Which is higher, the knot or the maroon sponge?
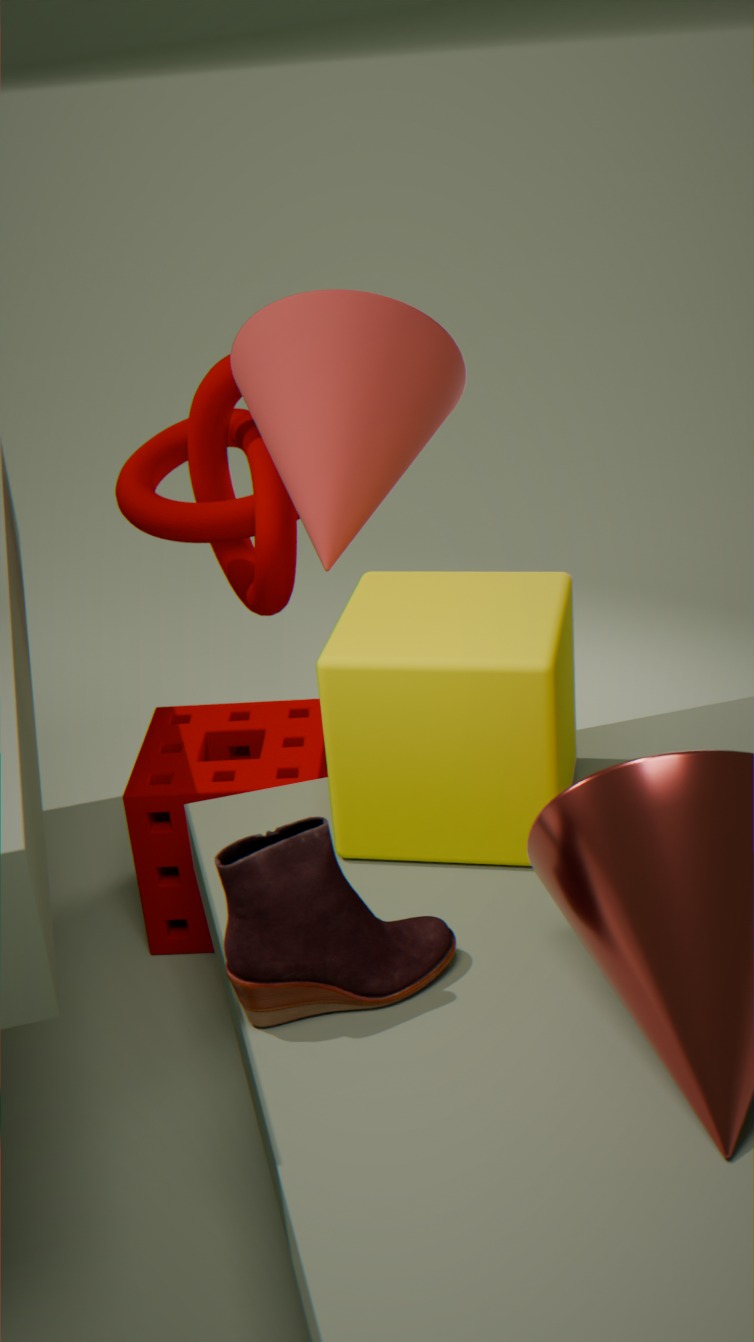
the knot
